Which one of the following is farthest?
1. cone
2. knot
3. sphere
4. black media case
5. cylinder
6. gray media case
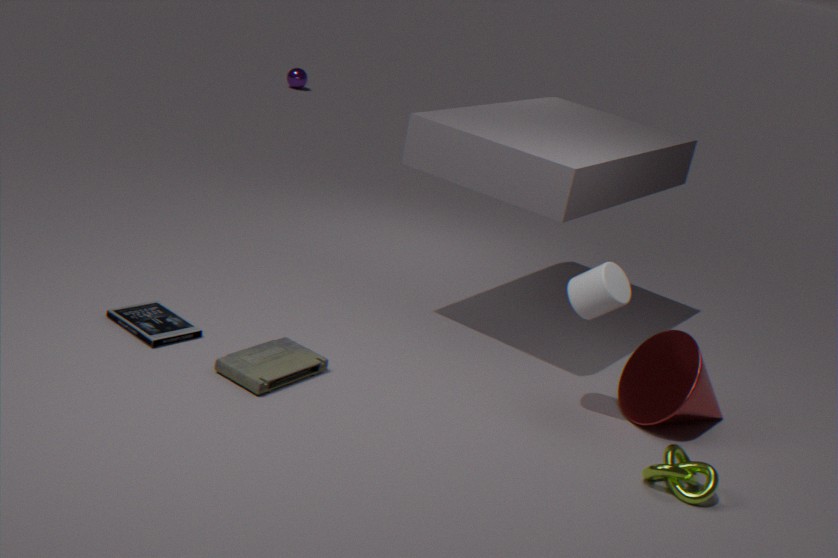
sphere
